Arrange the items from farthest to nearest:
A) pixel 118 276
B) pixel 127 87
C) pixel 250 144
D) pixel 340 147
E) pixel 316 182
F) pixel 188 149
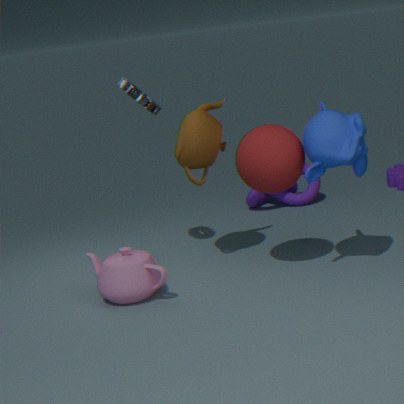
pixel 316 182 < pixel 127 87 < pixel 188 149 < pixel 250 144 < pixel 118 276 < pixel 340 147
